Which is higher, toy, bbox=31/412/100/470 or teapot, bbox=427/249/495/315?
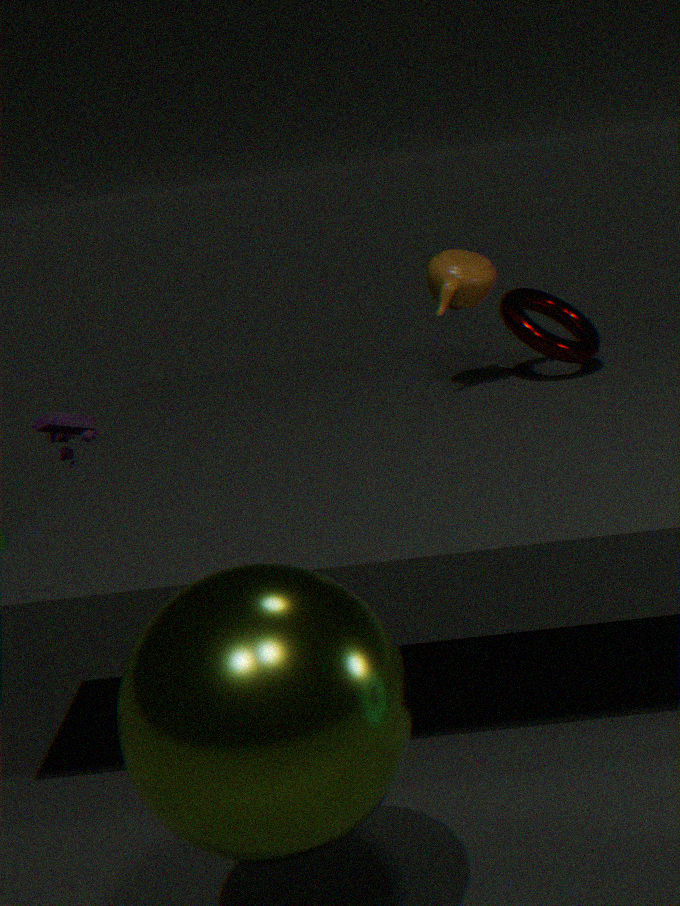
teapot, bbox=427/249/495/315
